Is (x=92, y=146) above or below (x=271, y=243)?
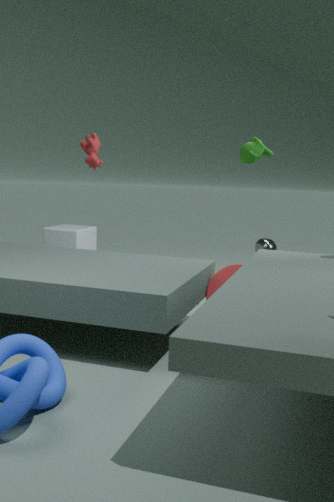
above
